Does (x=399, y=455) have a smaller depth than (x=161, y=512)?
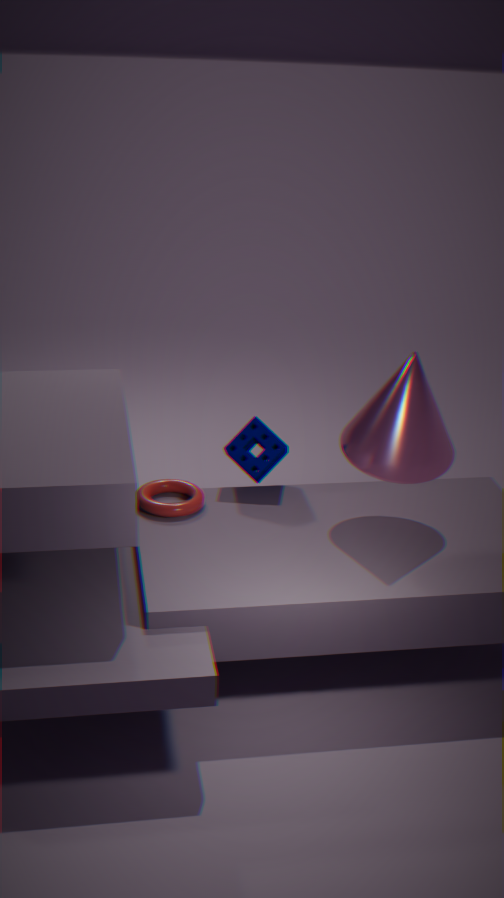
Yes
